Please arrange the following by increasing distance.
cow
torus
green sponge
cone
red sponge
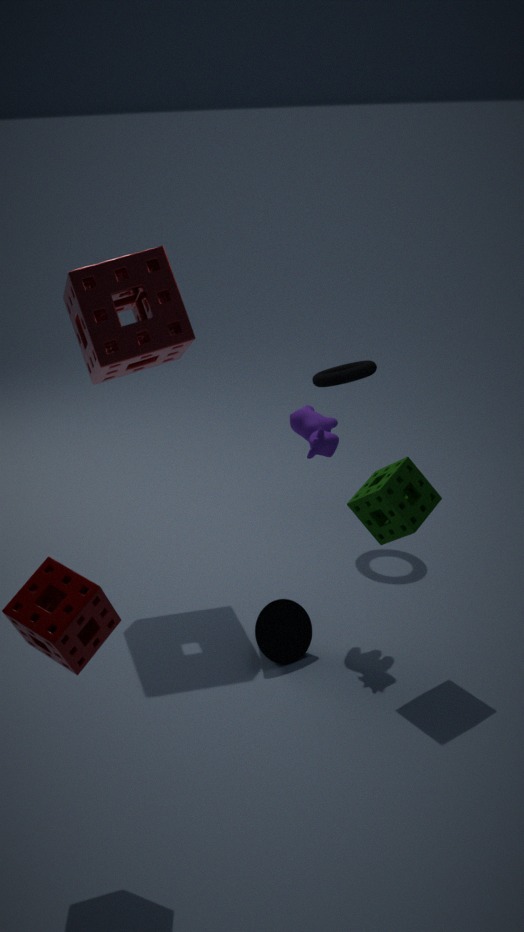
green sponge
cone
cow
red sponge
torus
